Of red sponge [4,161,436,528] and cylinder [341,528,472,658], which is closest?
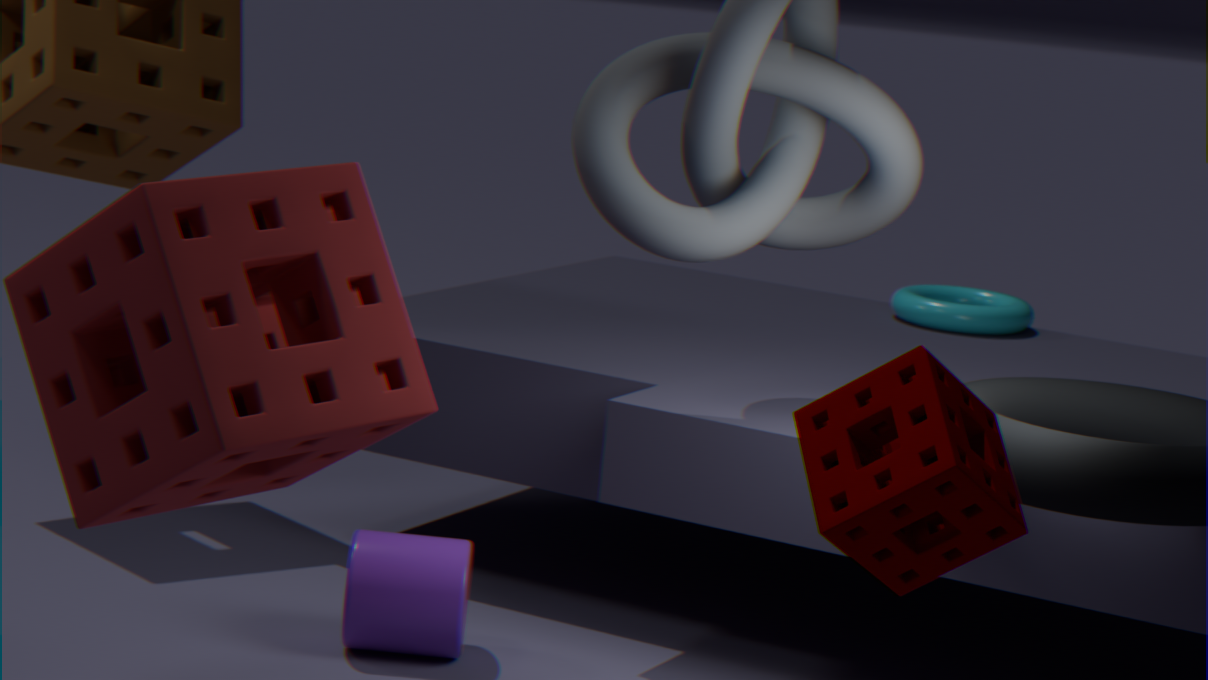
red sponge [4,161,436,528]
